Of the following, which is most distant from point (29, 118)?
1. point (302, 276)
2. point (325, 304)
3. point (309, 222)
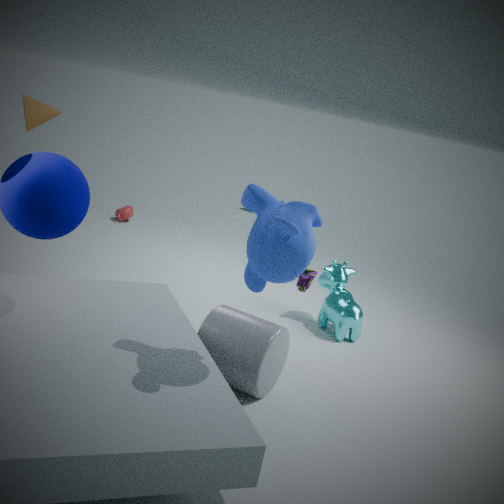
point (325, 304)
